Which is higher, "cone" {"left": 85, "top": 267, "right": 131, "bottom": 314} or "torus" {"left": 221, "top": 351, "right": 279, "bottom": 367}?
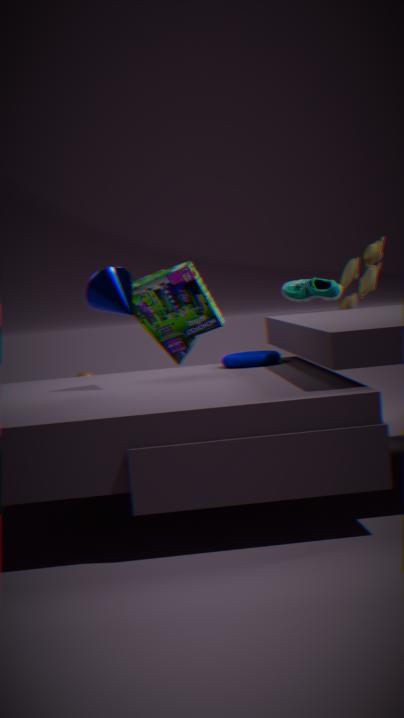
"cone" {"left": 85, "top": 267, "right": 131, "bottom": 314}
